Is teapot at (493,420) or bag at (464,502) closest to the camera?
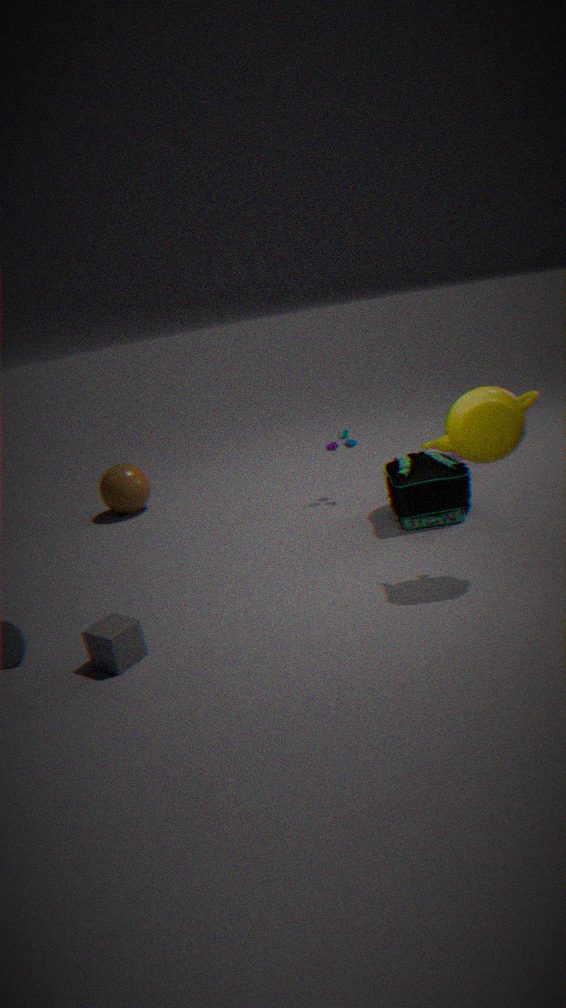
teapot at (493,420)
